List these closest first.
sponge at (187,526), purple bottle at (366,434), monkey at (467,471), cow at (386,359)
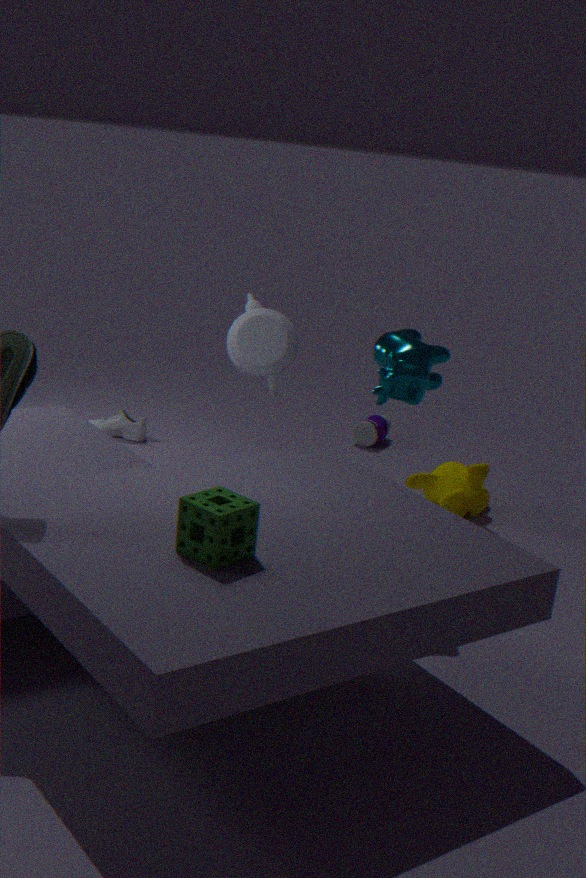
sponge at (187,526)
cow at (386,359)
monkey at (467,471)
purple bottle at (366,434)
